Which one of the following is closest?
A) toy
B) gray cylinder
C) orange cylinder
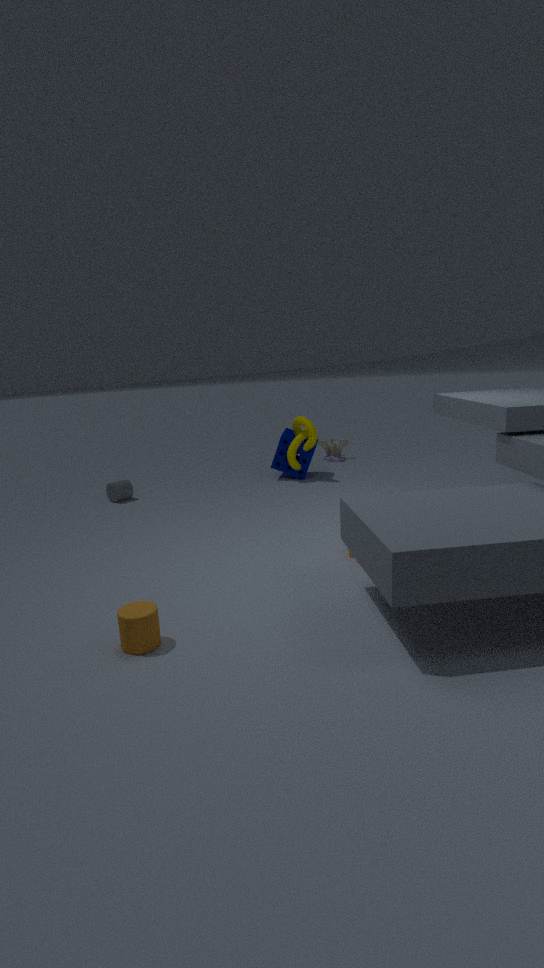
orange cylinder
